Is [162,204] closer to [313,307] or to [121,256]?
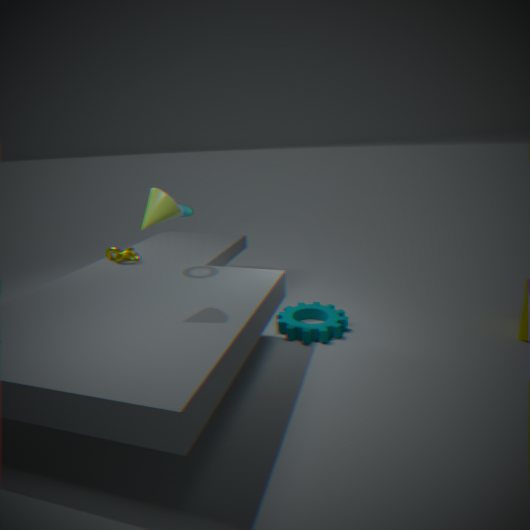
[121,256]
